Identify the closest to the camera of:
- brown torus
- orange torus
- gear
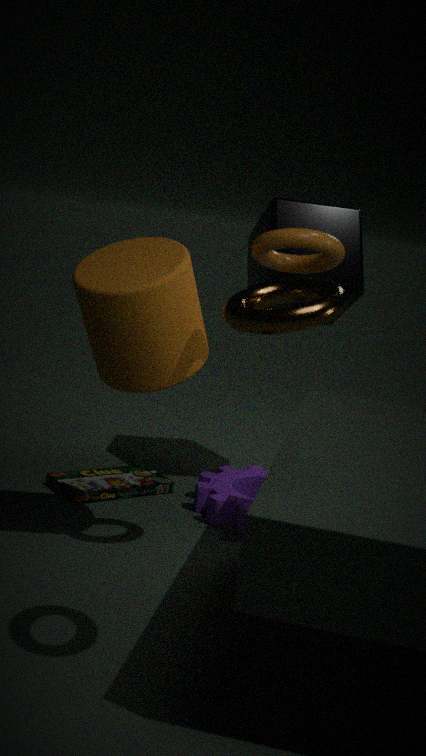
brown torus
